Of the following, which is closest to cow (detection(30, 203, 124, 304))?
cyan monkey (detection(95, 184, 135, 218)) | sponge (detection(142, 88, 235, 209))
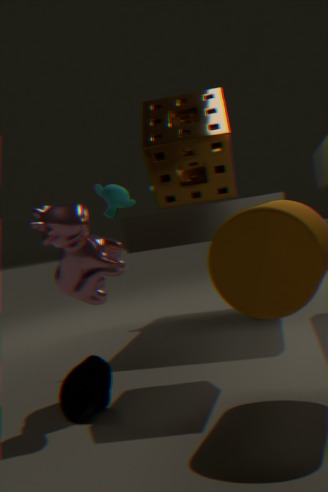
sponge (detection(142, 88, 235, 209))
